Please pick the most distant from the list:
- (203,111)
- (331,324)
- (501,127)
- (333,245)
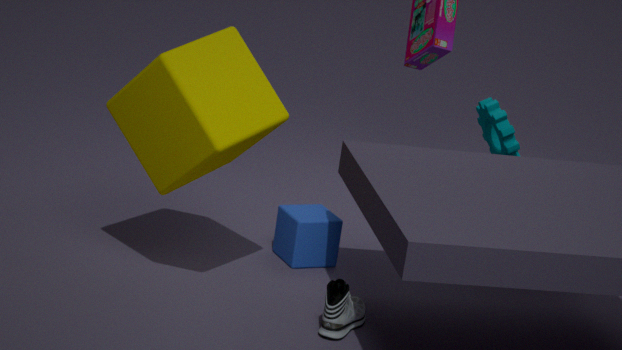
(501,127)
